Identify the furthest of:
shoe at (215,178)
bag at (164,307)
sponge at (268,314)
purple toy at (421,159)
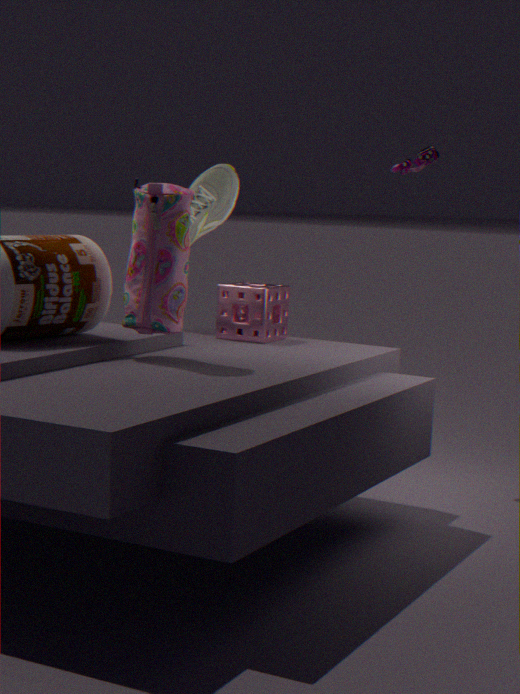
shoe at (215,178)
